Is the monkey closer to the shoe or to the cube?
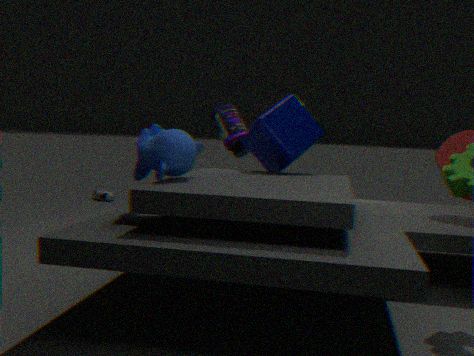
the cube
